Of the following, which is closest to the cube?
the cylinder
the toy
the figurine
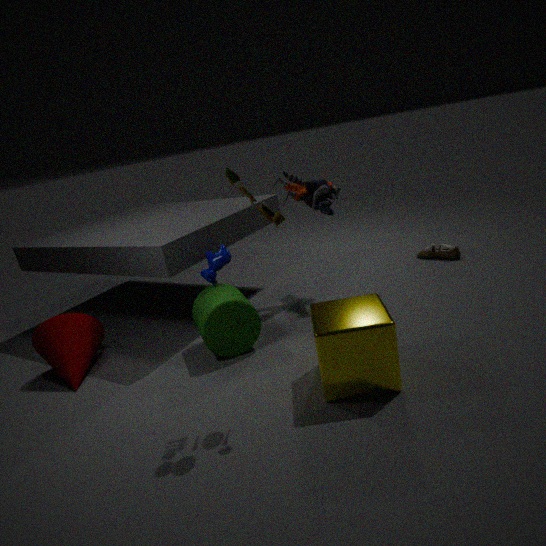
the cylinder
